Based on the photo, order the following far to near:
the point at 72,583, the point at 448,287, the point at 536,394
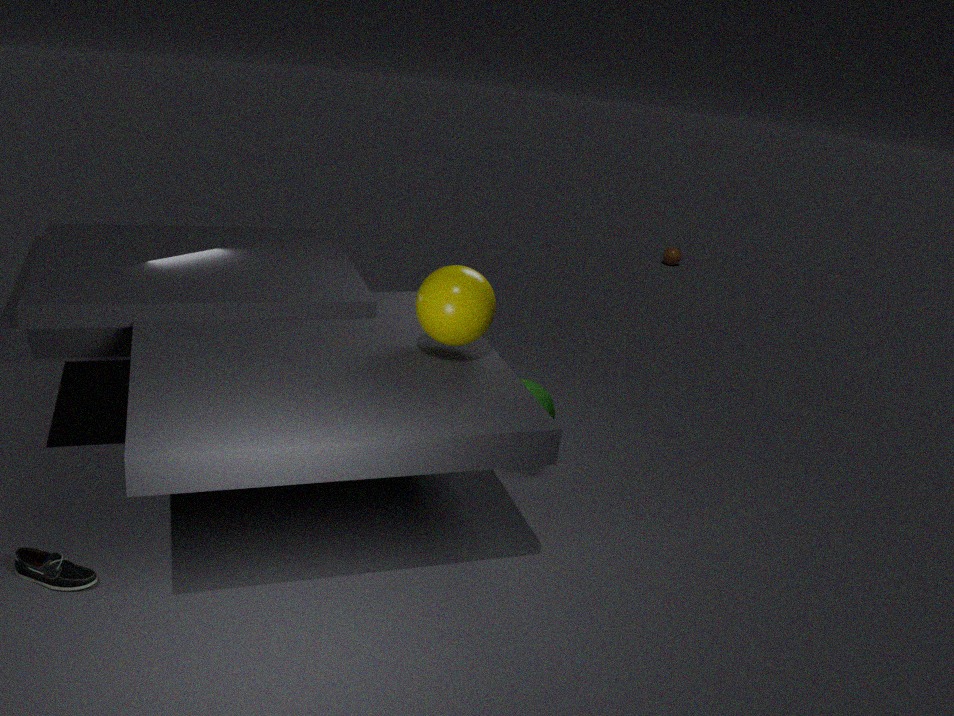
the point at 536,394 < the point at 448,287 < the point at 72,583
